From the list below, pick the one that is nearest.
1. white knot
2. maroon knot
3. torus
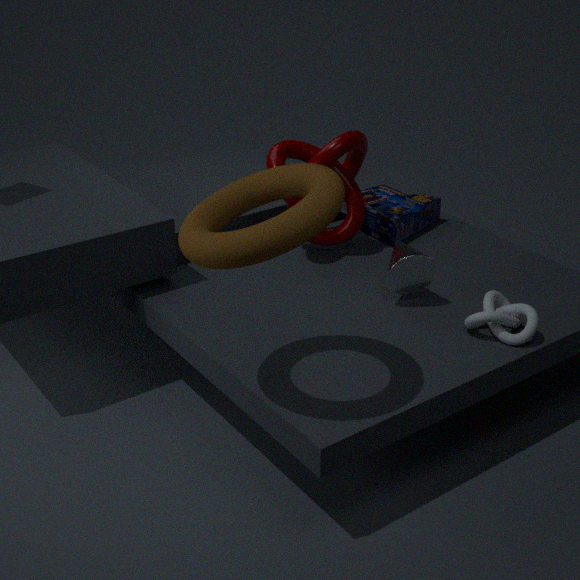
torus
